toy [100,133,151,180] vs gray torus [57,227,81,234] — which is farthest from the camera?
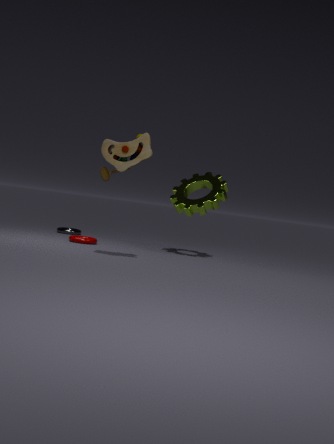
gray torus [57,227,81,234]
